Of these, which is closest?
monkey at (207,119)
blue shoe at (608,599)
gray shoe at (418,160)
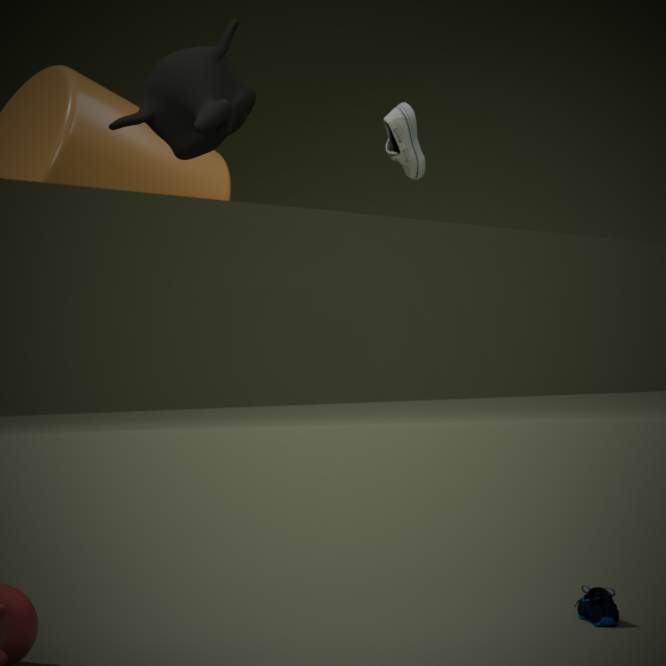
monkey at (207,119)
